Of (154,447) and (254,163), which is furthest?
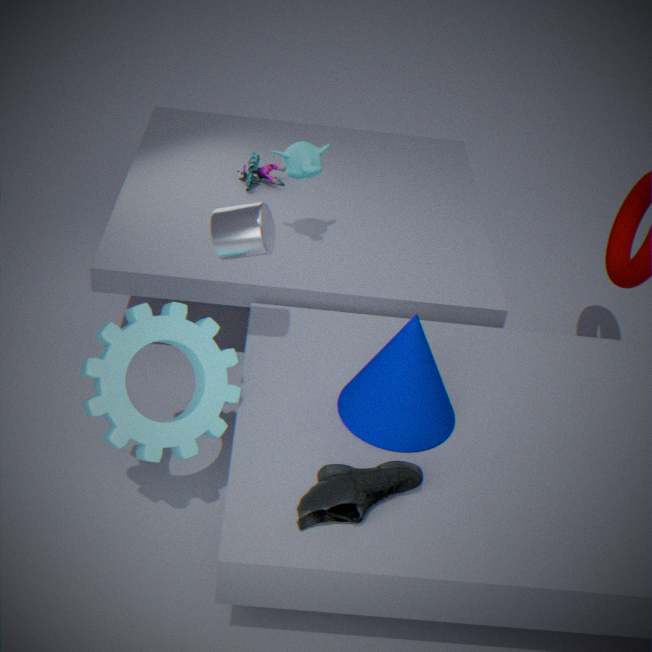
(254,163)
